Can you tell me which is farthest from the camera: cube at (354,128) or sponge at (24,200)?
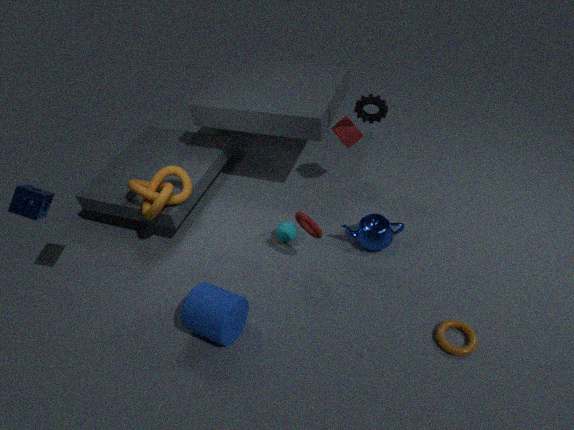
cube at (354,128)
